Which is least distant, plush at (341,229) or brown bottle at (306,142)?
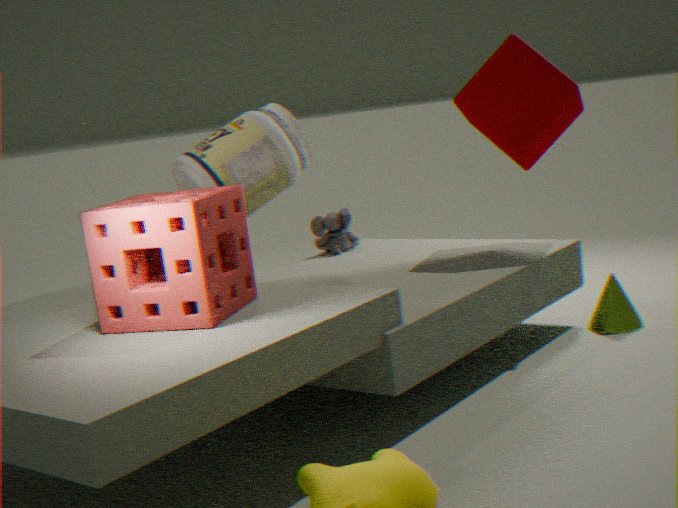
brown bottle at (306,142)
